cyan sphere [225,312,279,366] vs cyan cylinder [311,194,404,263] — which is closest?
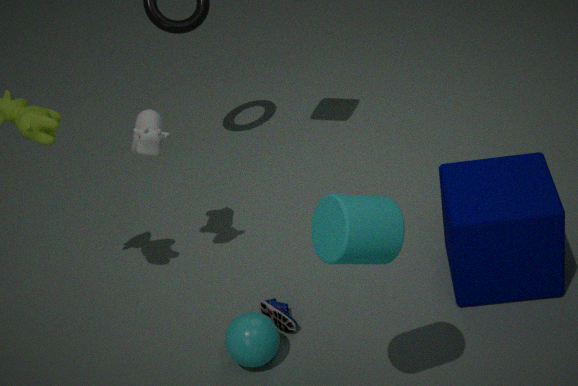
cyan cylinder [311,194,404,263]
